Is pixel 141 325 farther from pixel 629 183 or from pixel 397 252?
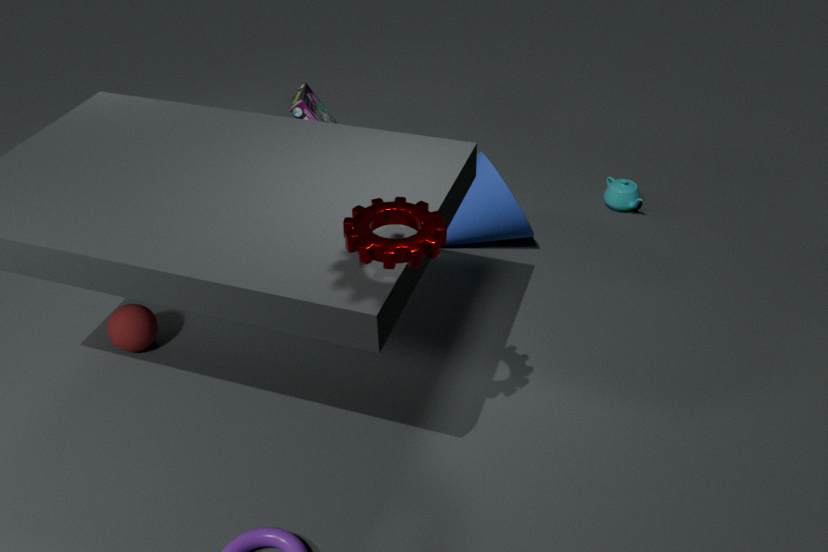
pixel 629 183
